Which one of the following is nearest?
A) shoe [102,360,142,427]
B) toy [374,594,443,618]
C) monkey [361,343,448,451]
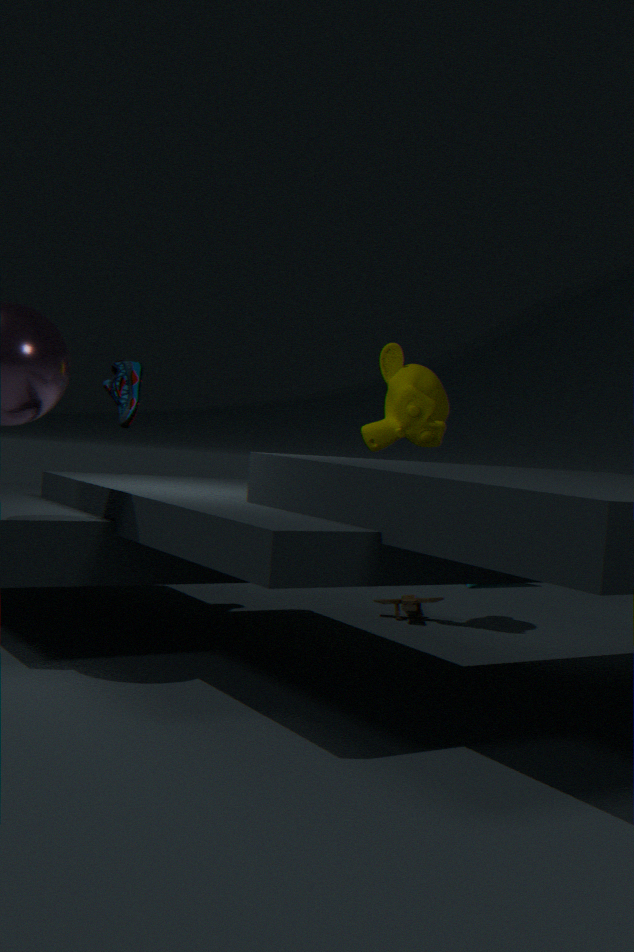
shoe [102,360,142,427]
